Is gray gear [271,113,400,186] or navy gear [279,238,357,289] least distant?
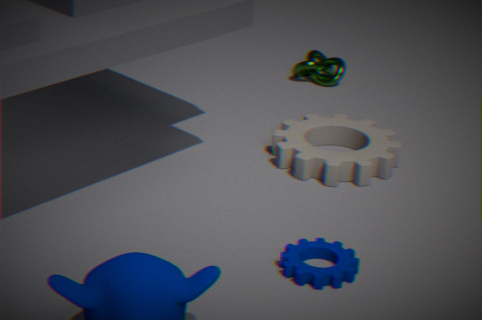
navy gear [279,238,357,289]
